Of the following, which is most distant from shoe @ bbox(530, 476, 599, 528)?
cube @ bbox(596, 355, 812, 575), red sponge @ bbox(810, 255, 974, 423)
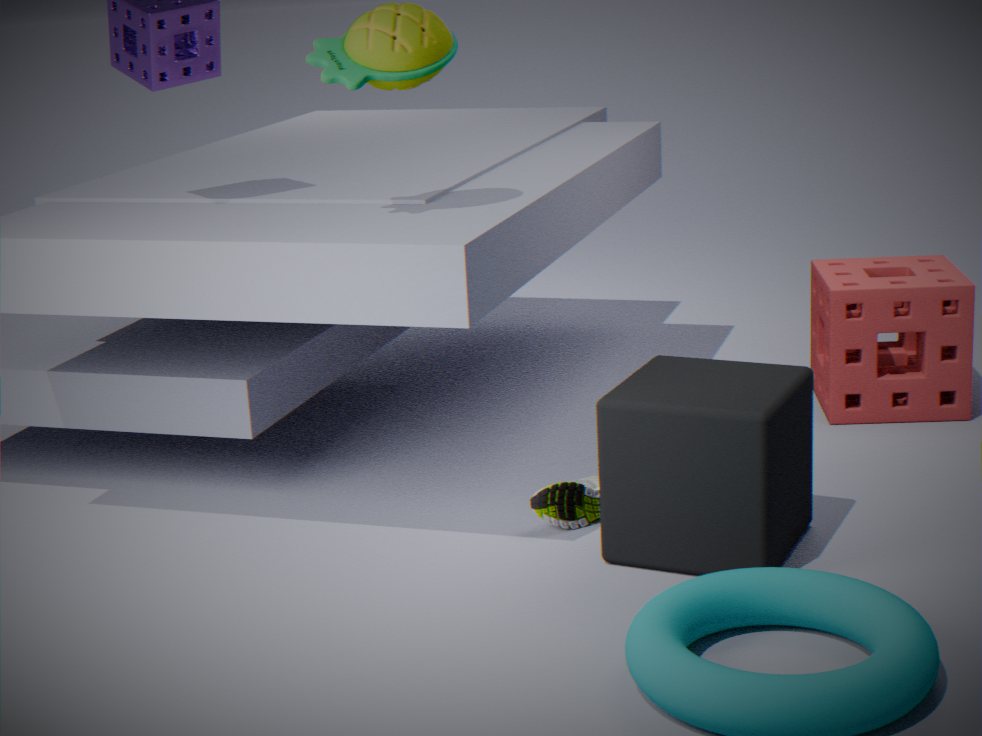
red sponge @ bbox(810, 255, 974, 423)
